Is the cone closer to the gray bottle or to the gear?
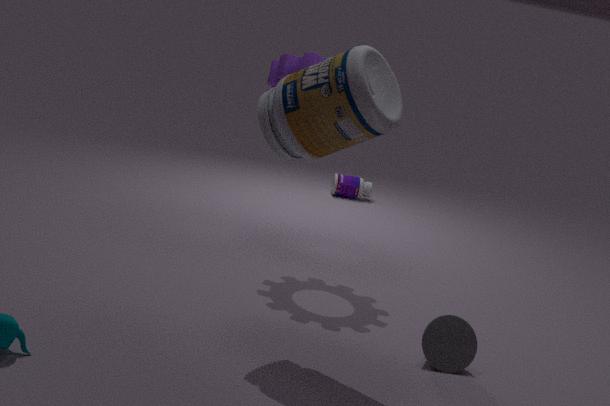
the gray bottle
